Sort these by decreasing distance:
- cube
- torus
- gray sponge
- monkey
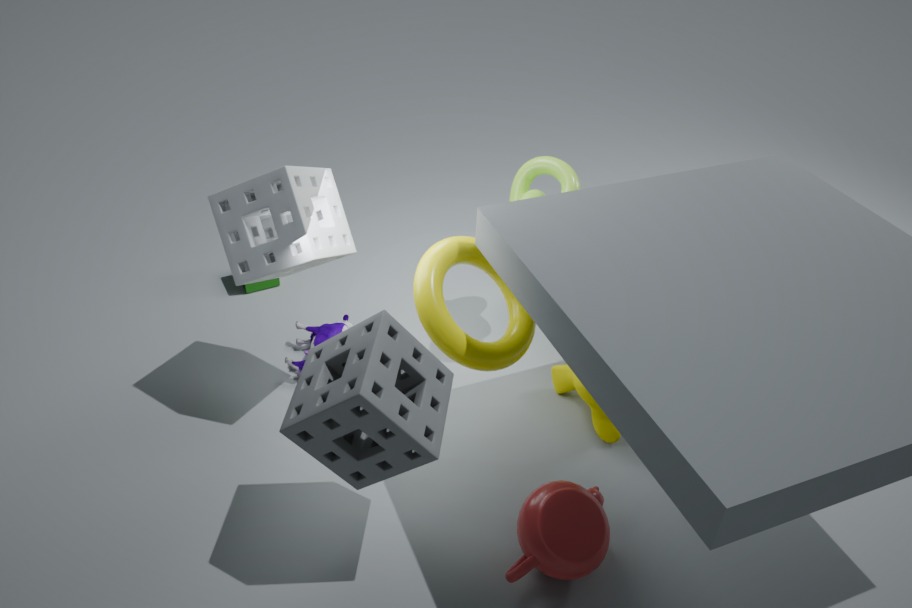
cube → monkey → torus → gray sponge
